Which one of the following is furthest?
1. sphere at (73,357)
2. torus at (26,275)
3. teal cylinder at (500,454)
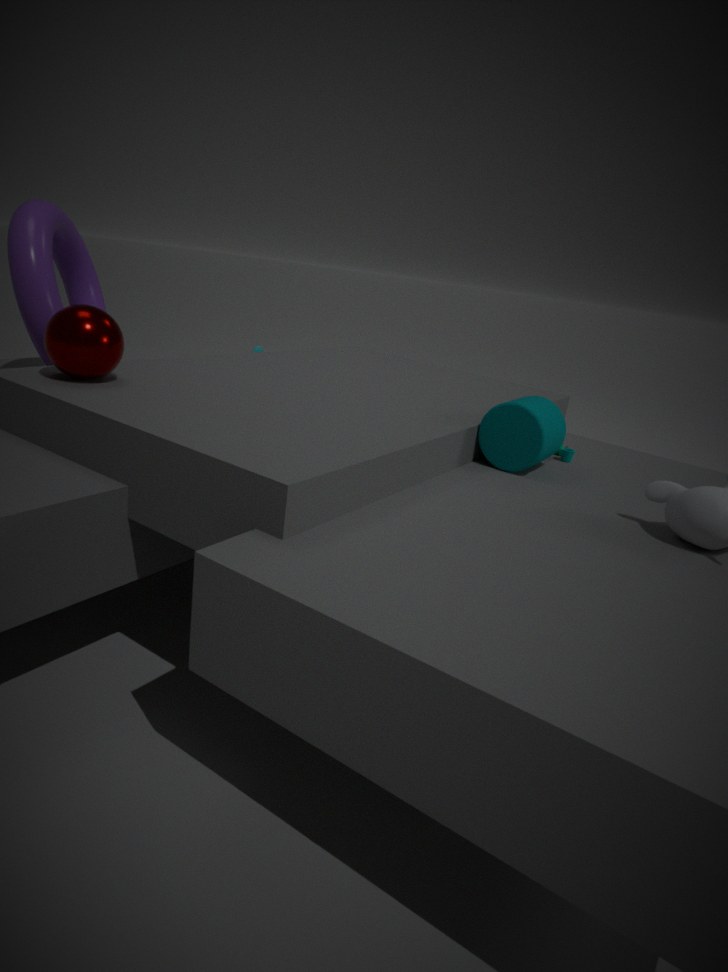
torus at (26,275)
